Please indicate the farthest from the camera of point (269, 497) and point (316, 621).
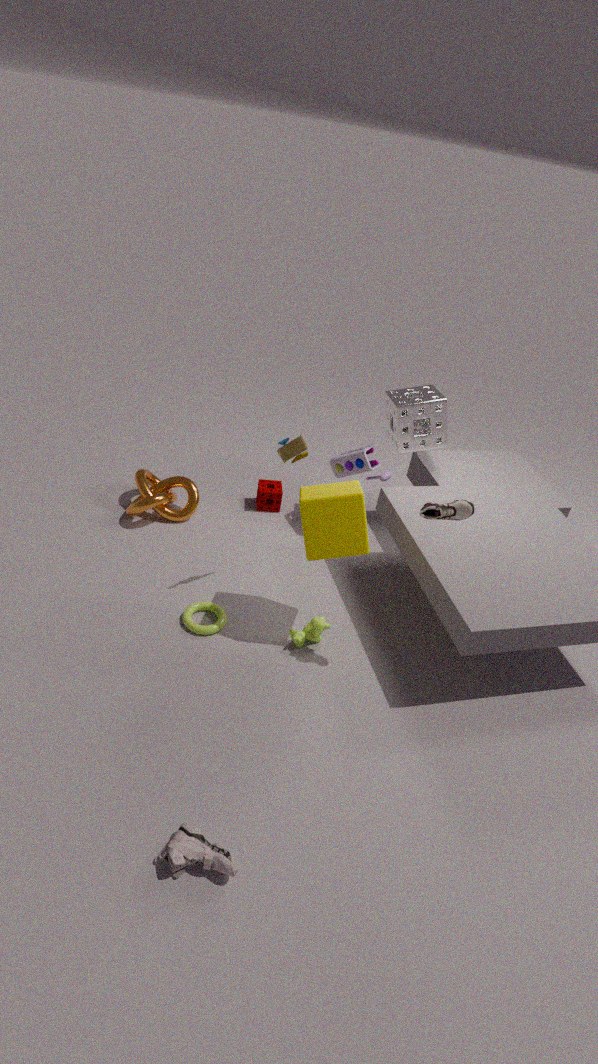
point (269, 497)
